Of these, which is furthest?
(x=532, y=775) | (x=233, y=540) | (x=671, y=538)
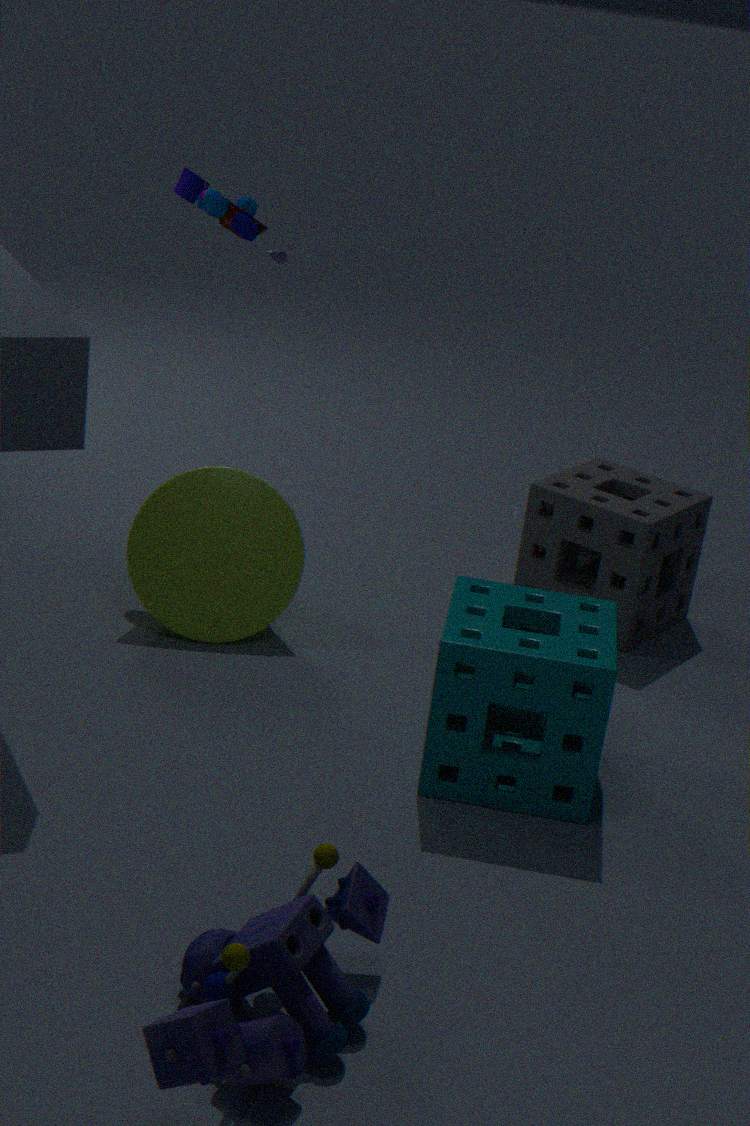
(x=671, y=538)
